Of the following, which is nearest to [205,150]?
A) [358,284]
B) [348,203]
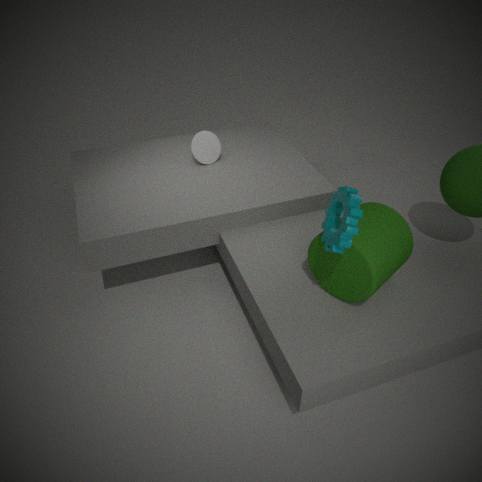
[358,284]
